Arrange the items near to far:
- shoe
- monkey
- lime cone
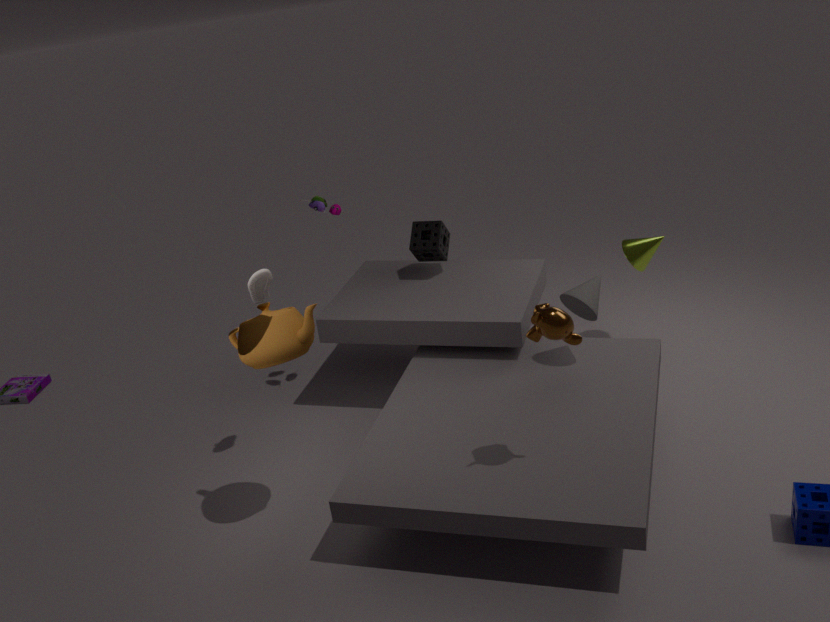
monkey → shoe → lime cone
